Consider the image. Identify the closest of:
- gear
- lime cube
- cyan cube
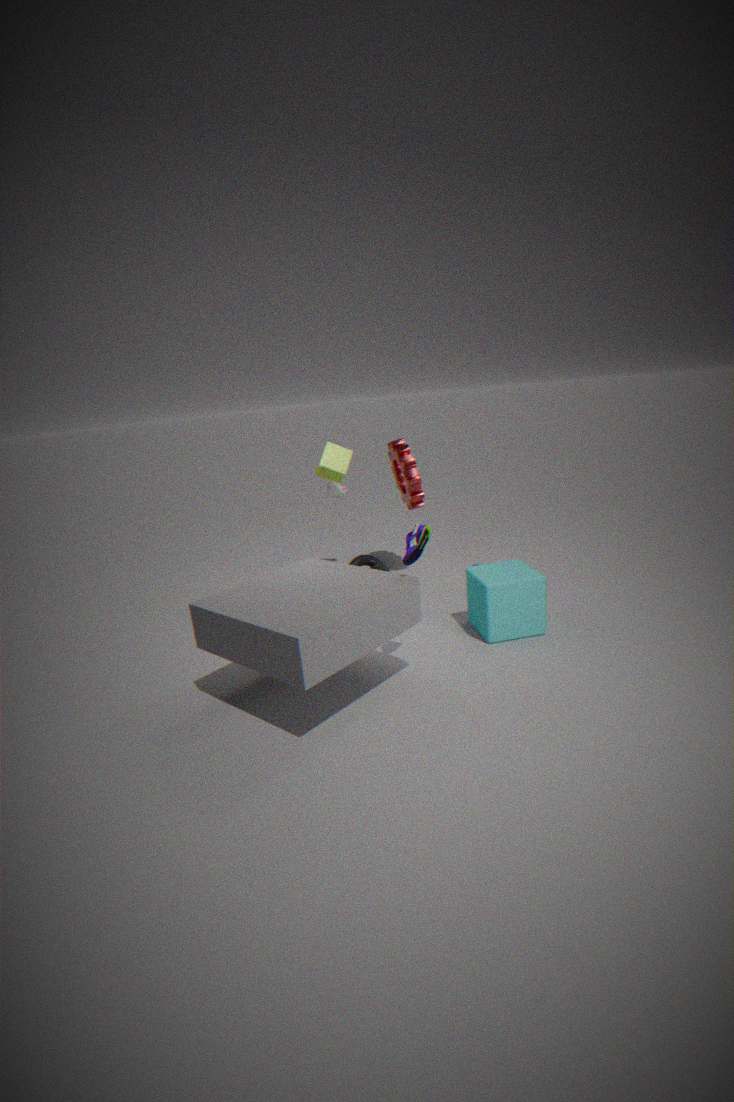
cyan cube
